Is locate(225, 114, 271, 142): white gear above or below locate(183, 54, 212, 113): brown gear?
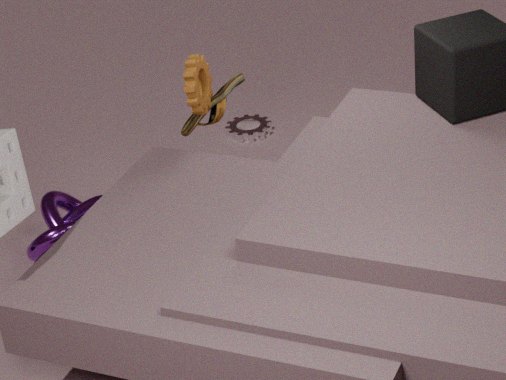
below
